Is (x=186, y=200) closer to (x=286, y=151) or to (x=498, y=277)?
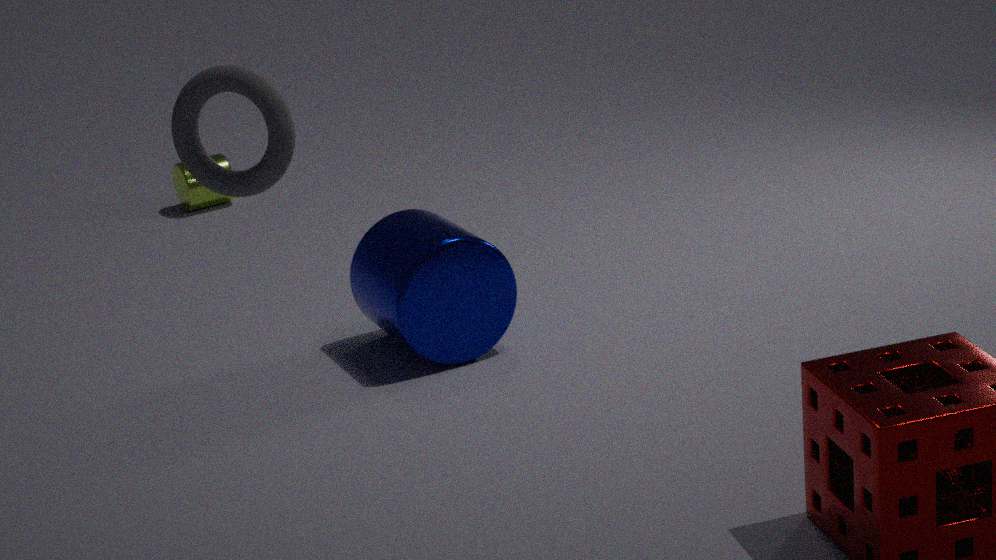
(x=498, y=277)
